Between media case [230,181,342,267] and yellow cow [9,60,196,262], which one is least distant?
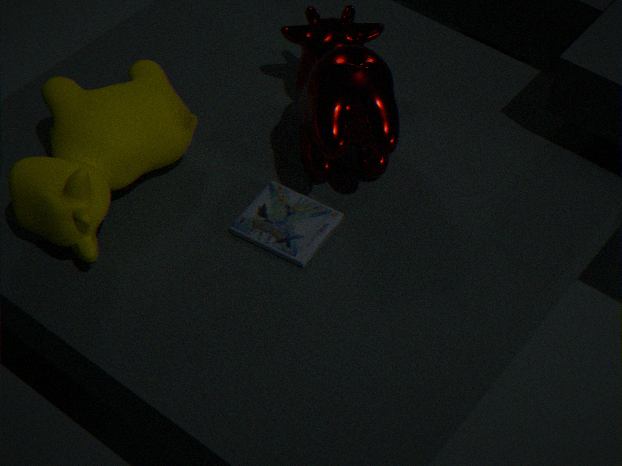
yellow cow [9,60,196,262]
